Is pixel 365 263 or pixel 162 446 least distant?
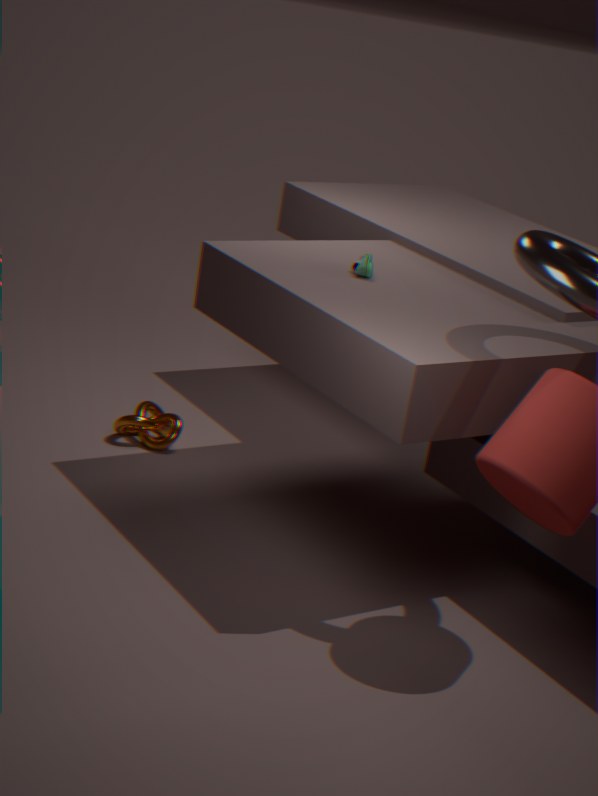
pixel 365 263
